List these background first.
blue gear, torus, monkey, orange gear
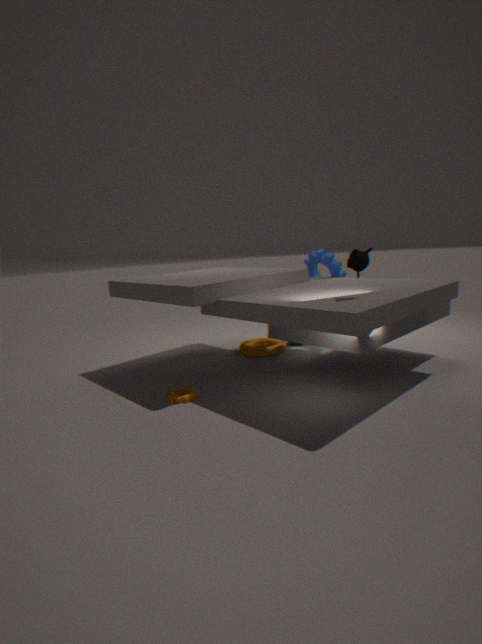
blue gear → torus → orange gear → monkey
